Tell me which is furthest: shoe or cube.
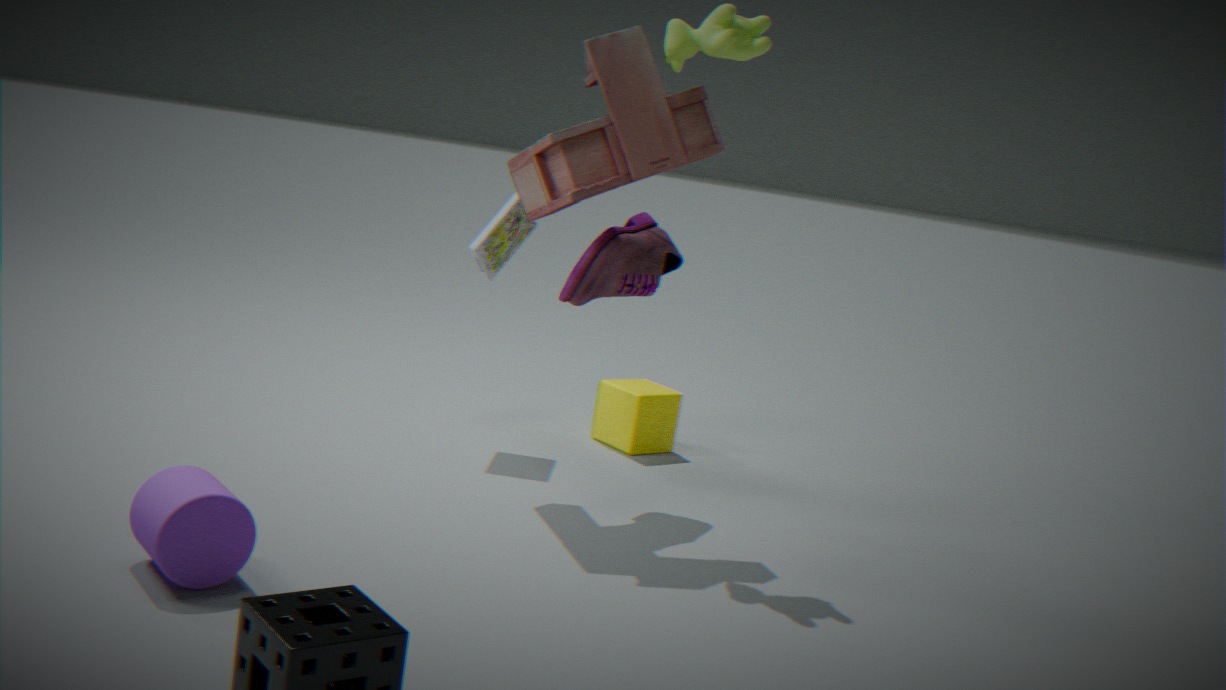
cube
